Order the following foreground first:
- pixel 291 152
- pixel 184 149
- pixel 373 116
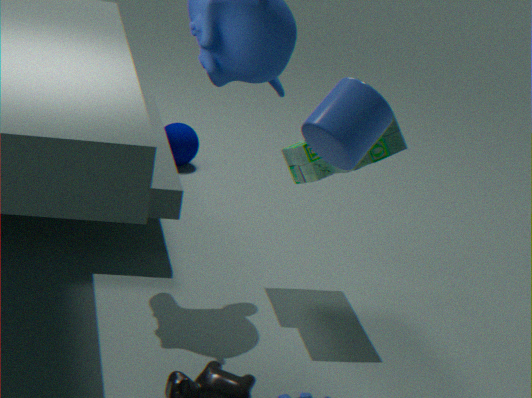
1. pixel 373 116
2. pixel 291 152
3. pixel 184 149
